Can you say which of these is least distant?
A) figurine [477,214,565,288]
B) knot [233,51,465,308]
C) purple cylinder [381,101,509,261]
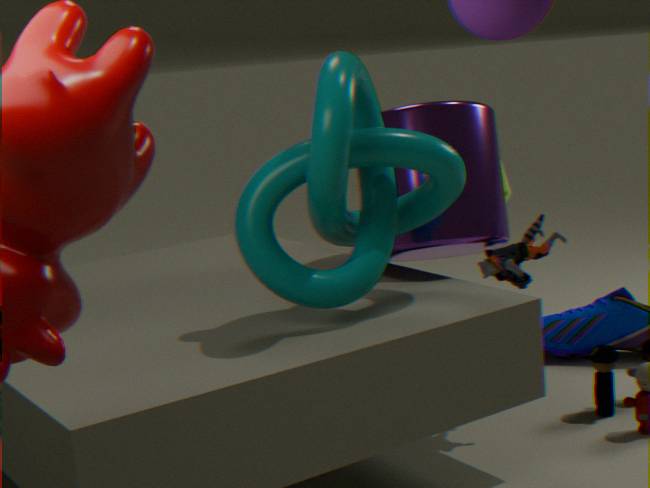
knot [233,51,465,308]
